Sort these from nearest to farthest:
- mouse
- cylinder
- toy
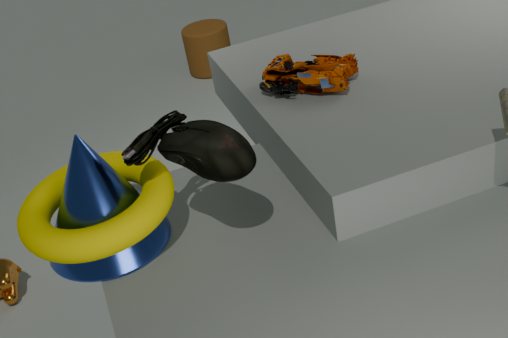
mouse → toy → cylinder
